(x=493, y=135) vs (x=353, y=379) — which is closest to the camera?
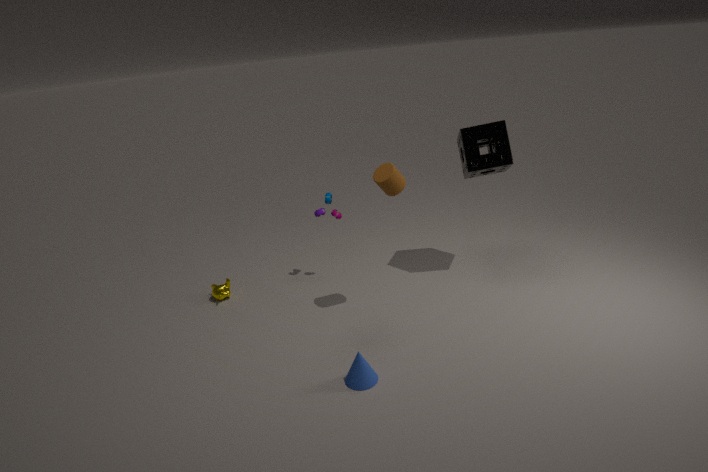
(x=353, y=379)
